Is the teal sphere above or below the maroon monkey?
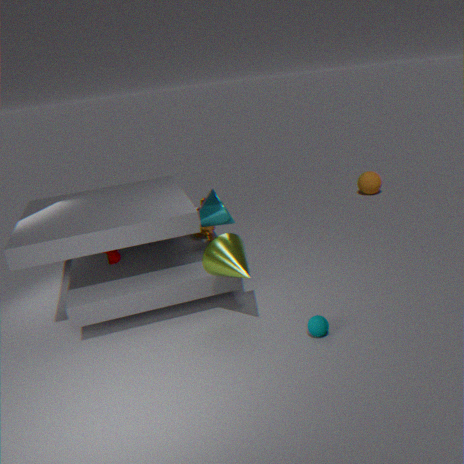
below
